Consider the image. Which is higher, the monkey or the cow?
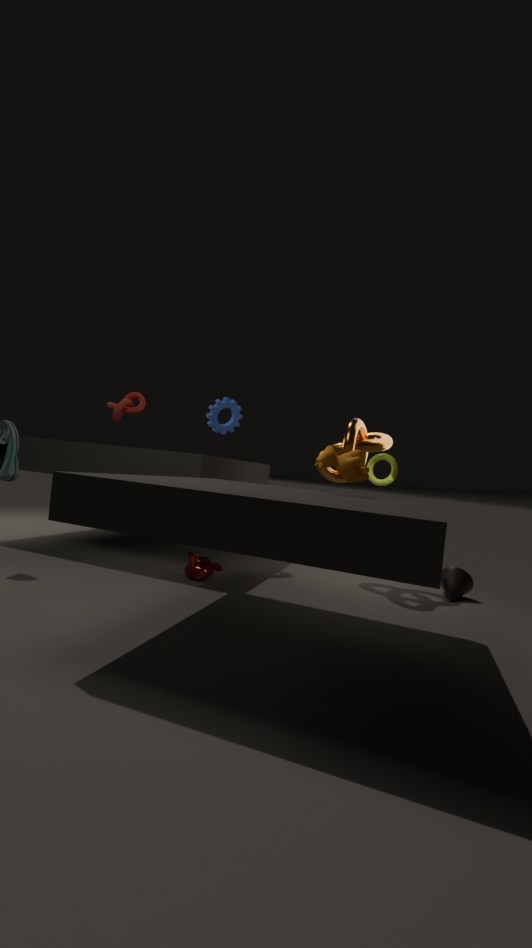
the cow
